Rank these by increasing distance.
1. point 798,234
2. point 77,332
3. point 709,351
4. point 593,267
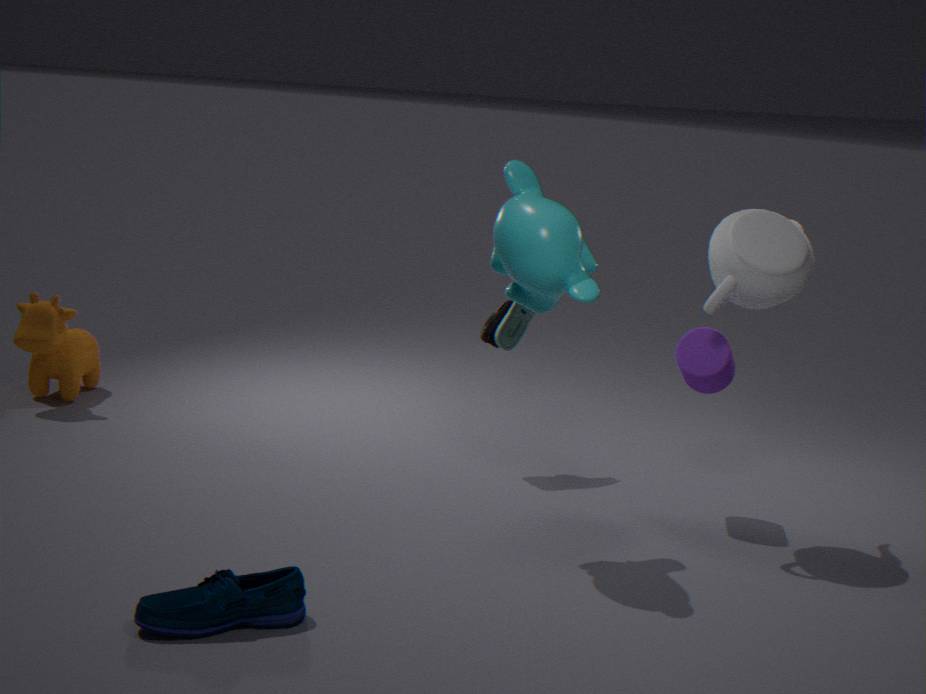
point 593,267, point 798,234, point 709,351, point 77,332
